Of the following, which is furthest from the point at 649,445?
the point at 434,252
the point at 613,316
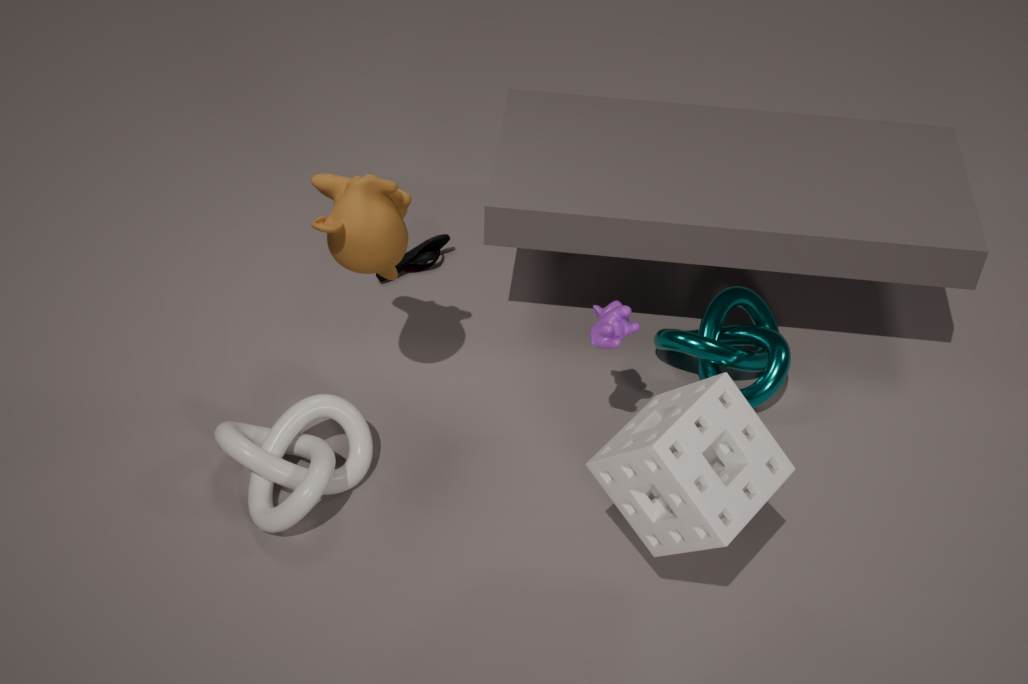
the point at 434,252
